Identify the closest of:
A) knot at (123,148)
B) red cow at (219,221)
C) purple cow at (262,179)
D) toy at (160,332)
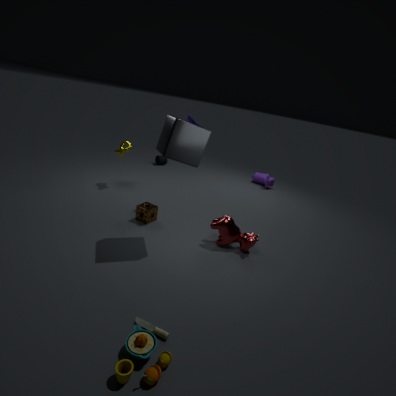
toy at (160,332)
